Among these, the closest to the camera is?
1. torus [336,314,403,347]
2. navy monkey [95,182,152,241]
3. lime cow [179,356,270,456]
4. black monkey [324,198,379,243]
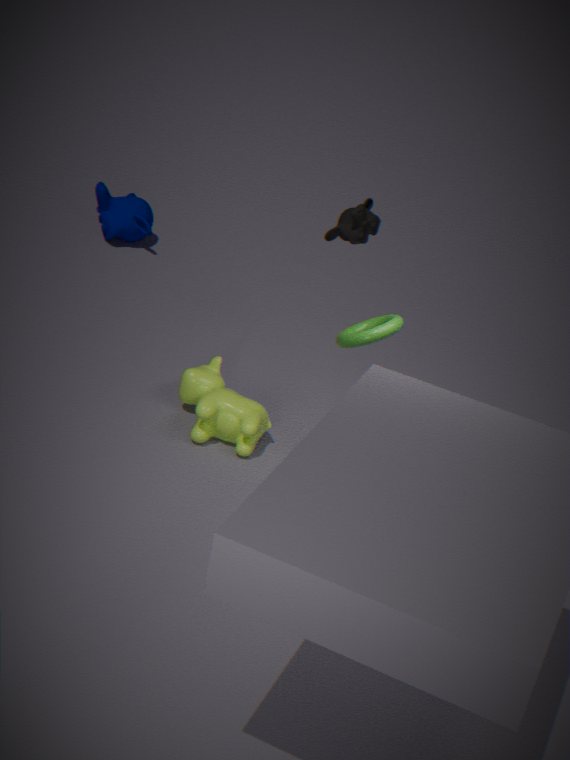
torus [336,314,403,347]
